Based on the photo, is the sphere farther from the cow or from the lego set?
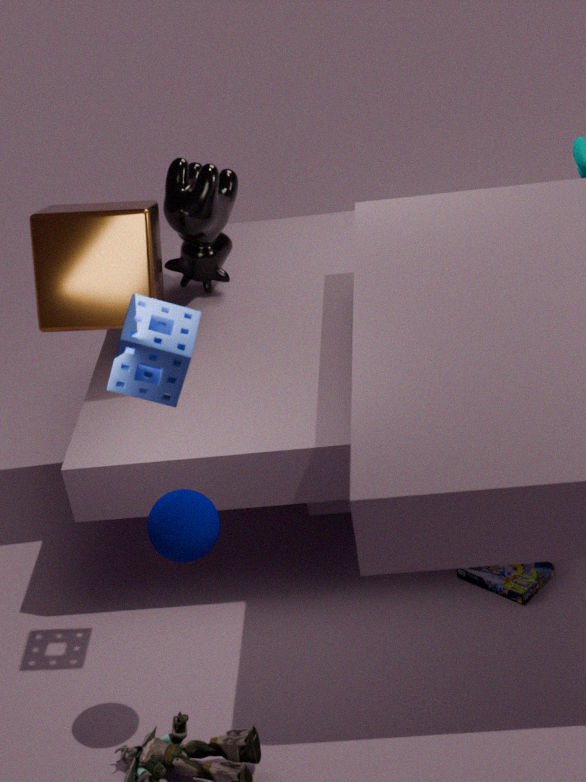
the cow
